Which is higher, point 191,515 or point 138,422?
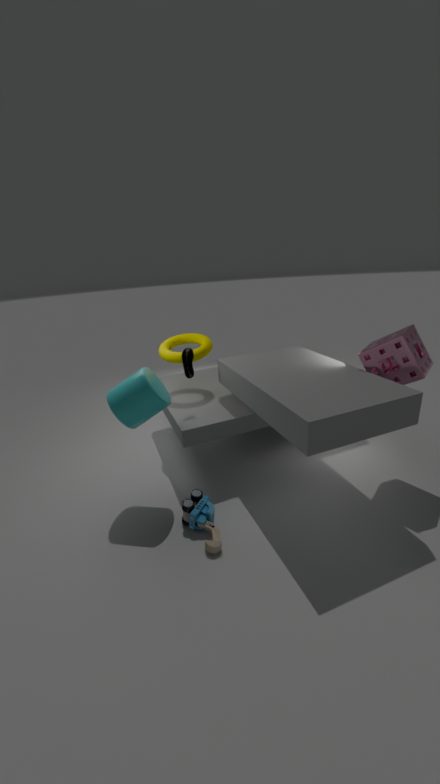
point 138,422
